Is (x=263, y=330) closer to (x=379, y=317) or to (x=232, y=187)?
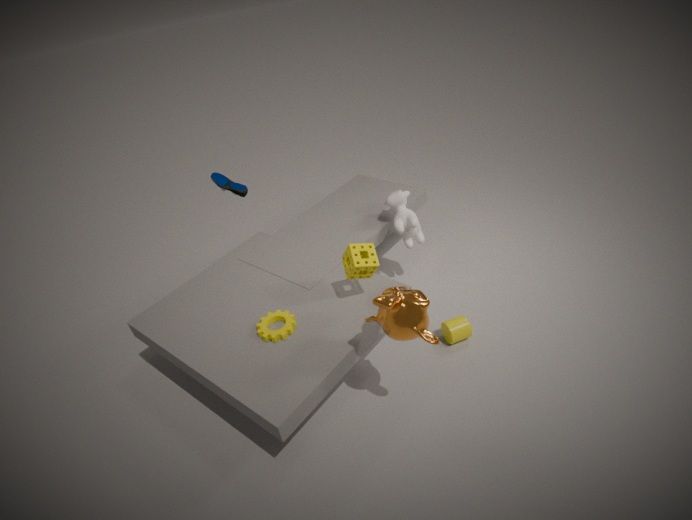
(x=379, y=317)
